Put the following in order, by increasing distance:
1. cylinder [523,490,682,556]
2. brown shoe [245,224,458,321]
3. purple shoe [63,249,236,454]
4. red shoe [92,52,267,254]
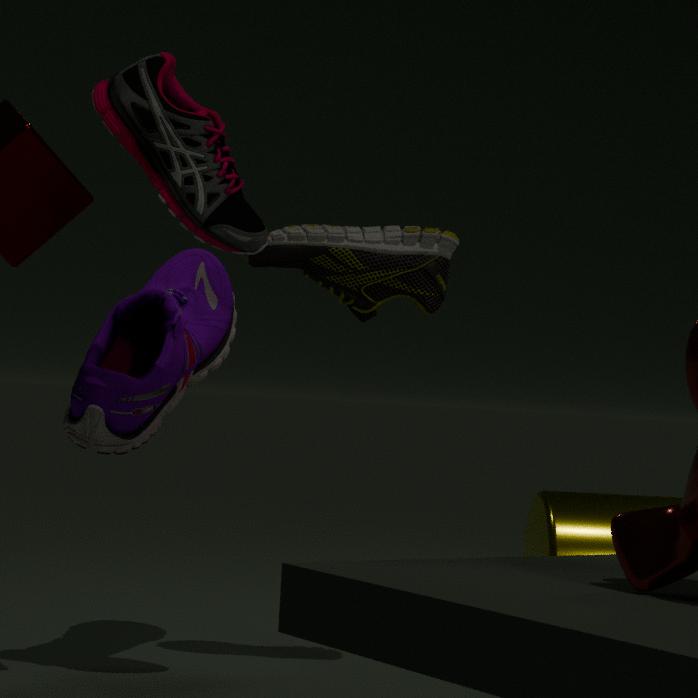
red shoe [92,52,267,254] → purple shoe [63,249,236,454] → brown shoe [245,224,458,321] → cylinder [523,490,682,556]
